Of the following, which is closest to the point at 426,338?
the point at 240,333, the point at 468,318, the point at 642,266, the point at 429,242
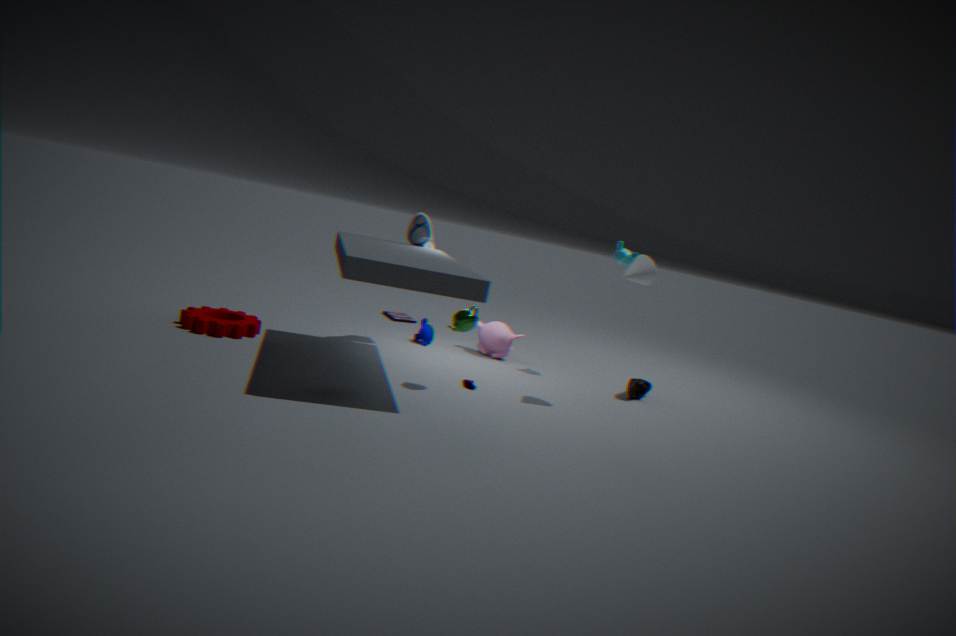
the point at 429,242
